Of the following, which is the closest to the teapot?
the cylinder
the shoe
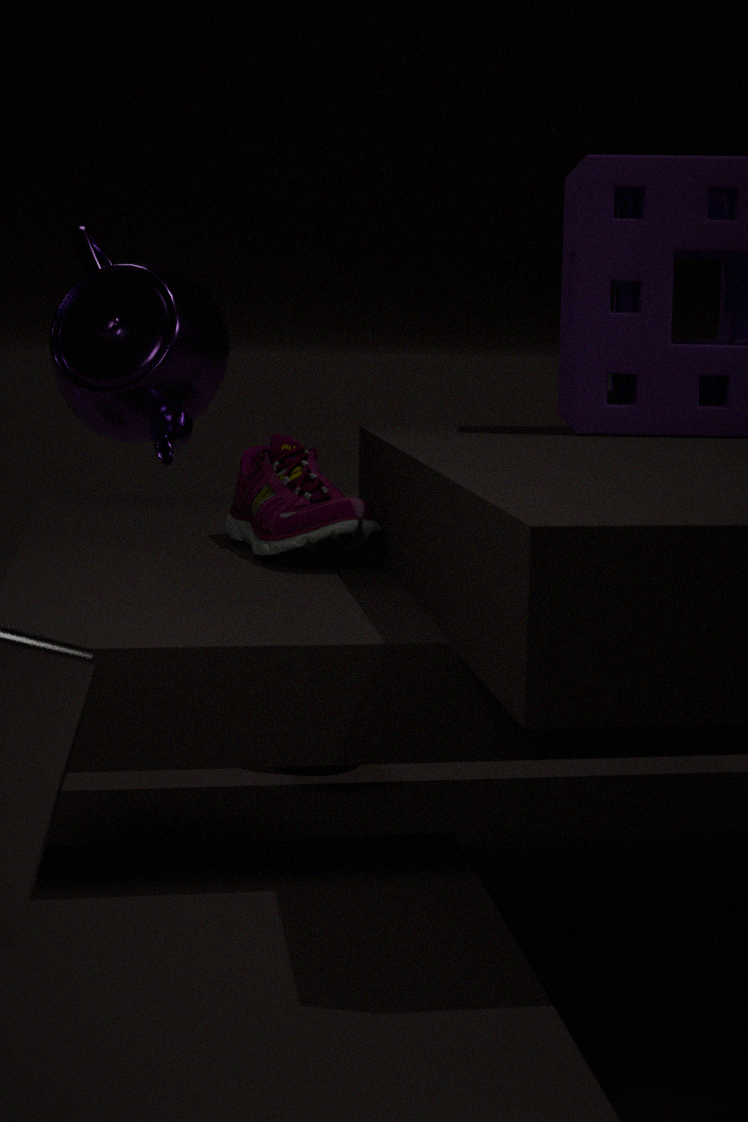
the cylinder
